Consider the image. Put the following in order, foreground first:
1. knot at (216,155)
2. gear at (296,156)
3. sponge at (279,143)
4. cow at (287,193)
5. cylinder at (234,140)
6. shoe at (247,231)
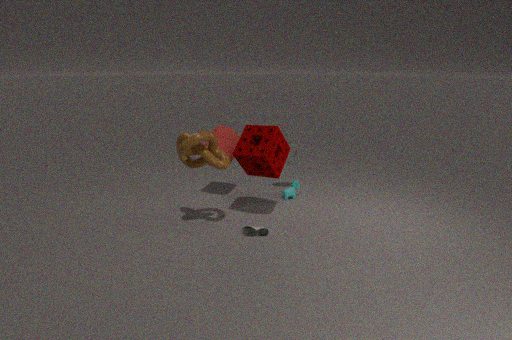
knot at (216,155), sponge at (279,143), shoe at (247,231), cylinder at (234,140), cow at (287,193), gear at (296,156)
